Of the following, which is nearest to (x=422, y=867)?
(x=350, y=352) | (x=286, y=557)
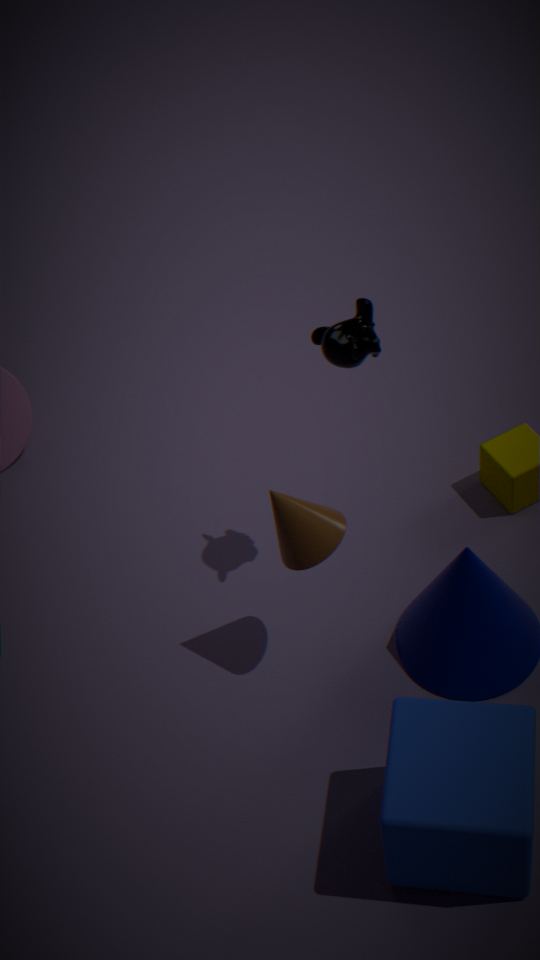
(x=286, y=557)
